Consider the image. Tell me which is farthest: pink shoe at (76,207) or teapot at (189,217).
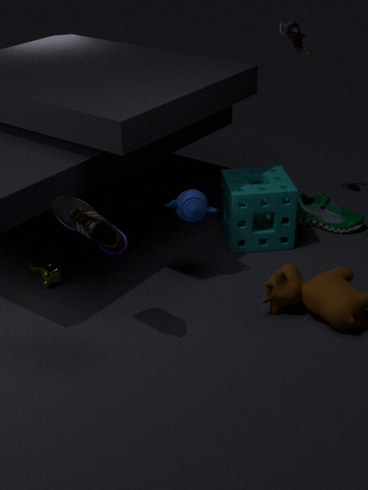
teapot at (189,217)
